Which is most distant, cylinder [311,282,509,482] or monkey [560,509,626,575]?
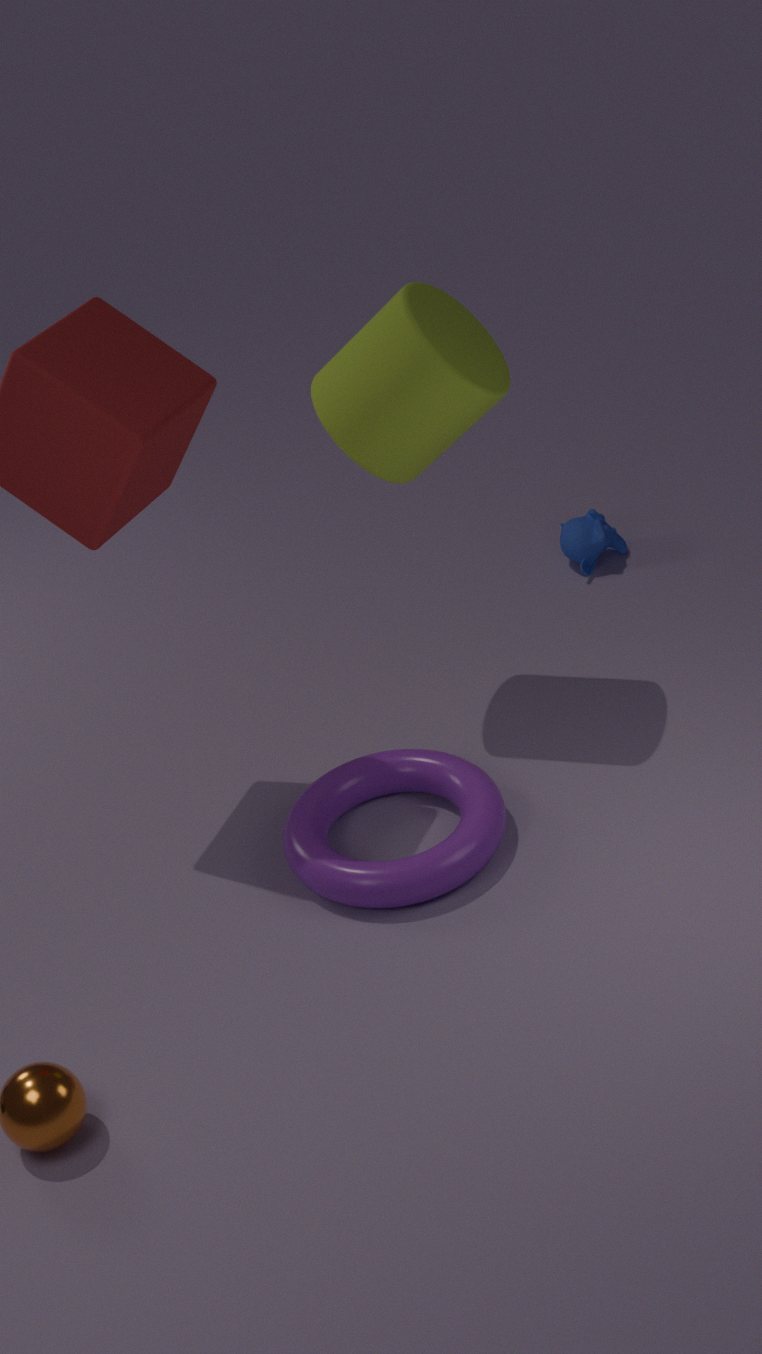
monkey [560,509,626,575]
